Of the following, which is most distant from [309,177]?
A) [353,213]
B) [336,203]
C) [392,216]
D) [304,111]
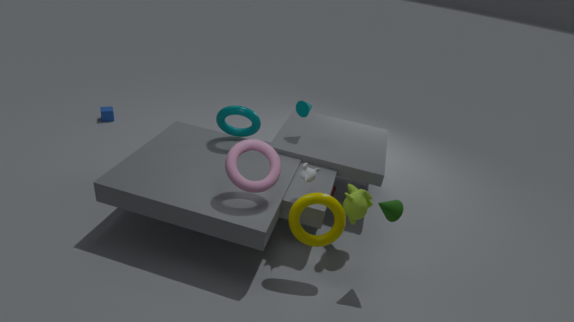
[304,111]
